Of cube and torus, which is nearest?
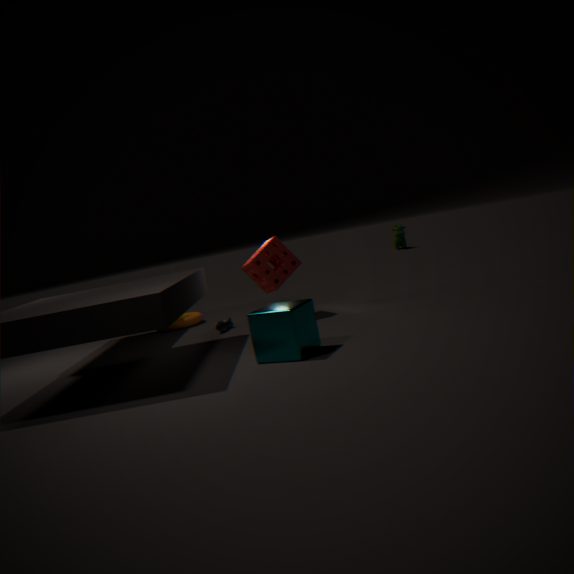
cube
